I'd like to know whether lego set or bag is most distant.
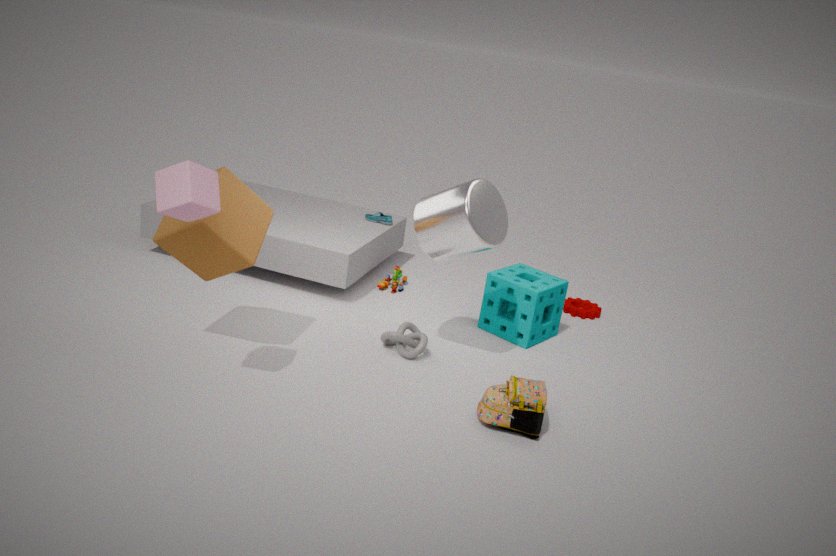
lego set
